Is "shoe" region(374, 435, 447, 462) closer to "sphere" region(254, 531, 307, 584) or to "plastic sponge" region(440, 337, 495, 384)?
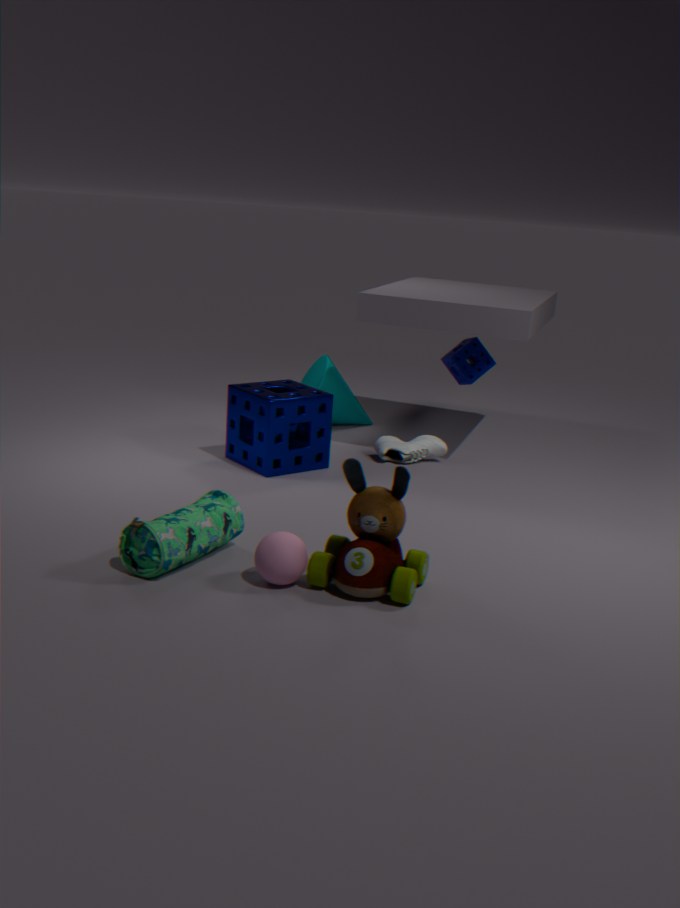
"plastic sponge" region(440, 337, 495, 384)
